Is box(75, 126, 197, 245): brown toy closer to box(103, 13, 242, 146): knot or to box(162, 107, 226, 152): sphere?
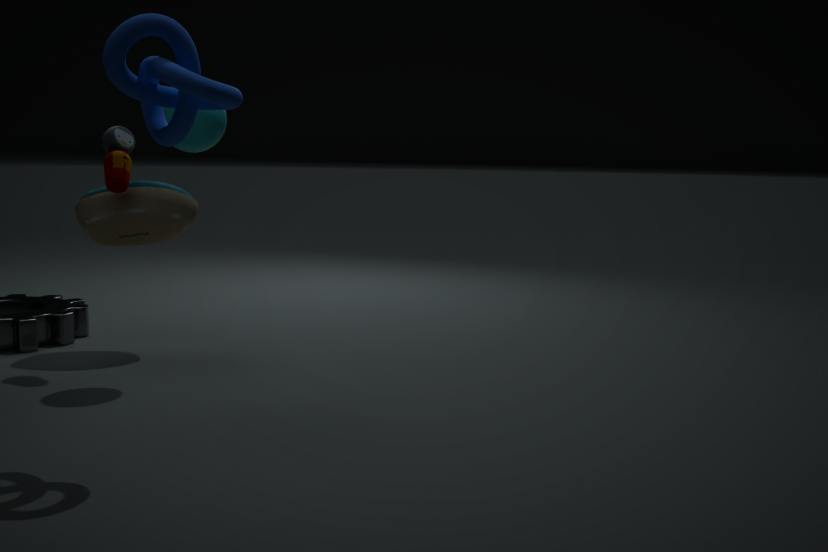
box(162, 107, 226, 152): sphere
